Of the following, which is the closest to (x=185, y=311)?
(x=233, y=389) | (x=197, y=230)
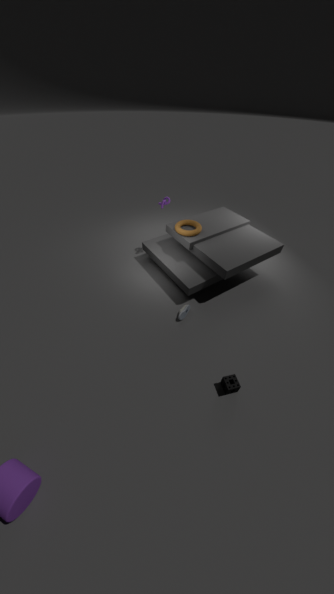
(x=233, y=389)
